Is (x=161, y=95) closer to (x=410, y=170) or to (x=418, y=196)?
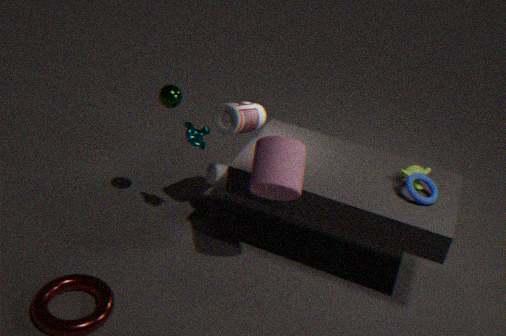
(x=410, y=170)
